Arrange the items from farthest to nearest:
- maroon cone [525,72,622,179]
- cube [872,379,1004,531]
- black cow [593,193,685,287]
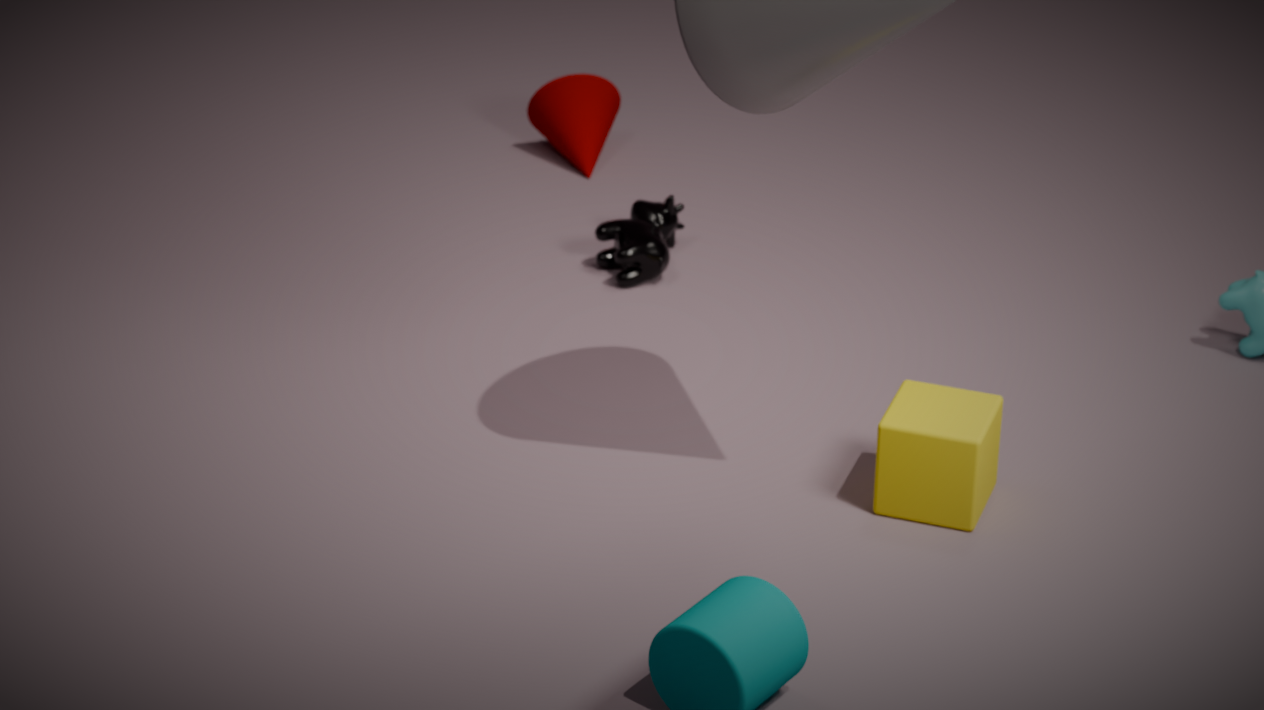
maroon cone [525,72,622,179] < black cow [593,193,685,287] < cube [872,379,1004,531]
